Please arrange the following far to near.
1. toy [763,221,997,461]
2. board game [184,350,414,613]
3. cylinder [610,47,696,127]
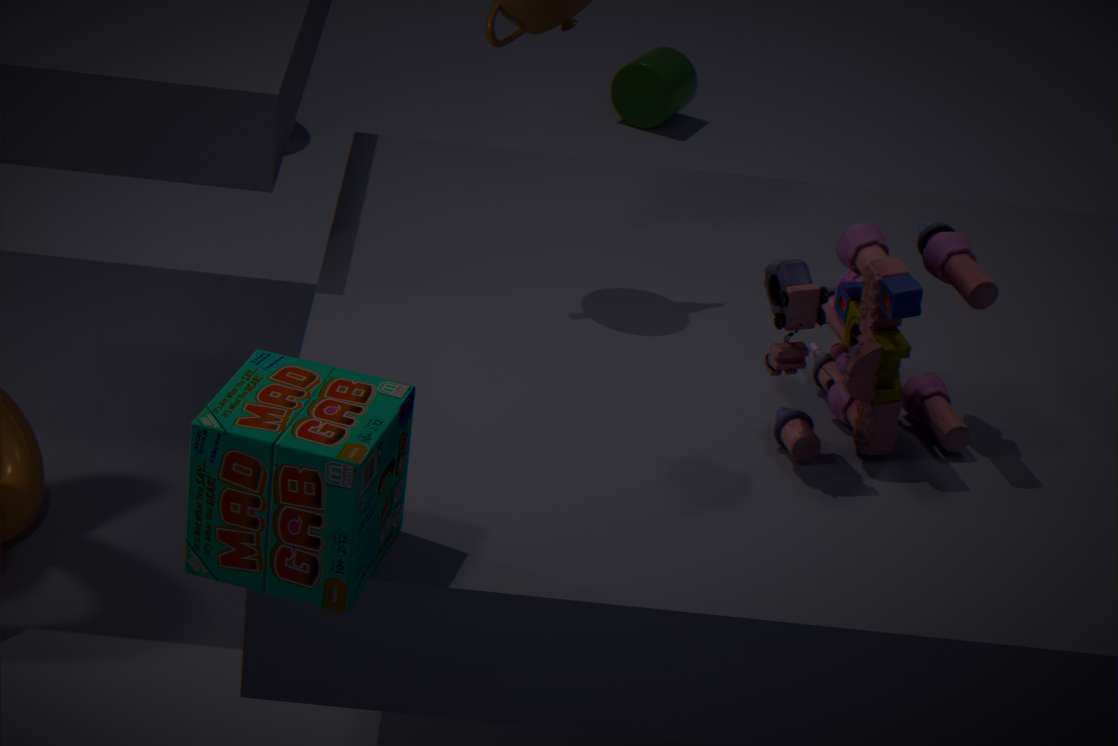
cylinder [610,47,696,127]
toy [763,221,997,461]
board game [184,350,414,613]
